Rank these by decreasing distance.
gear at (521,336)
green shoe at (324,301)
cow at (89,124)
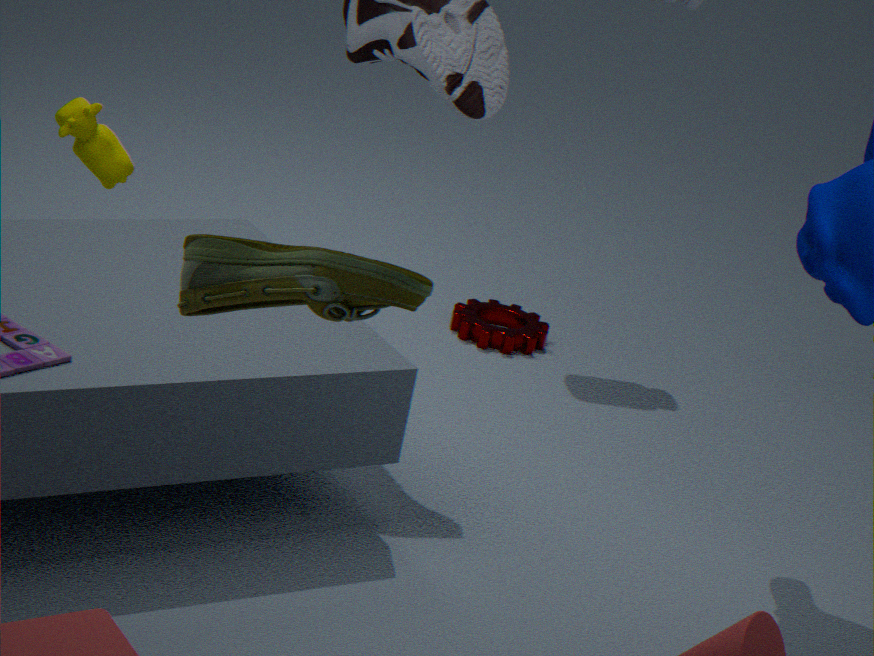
gear at (521,336), cow at (89,124), green shoe at (324,301)
